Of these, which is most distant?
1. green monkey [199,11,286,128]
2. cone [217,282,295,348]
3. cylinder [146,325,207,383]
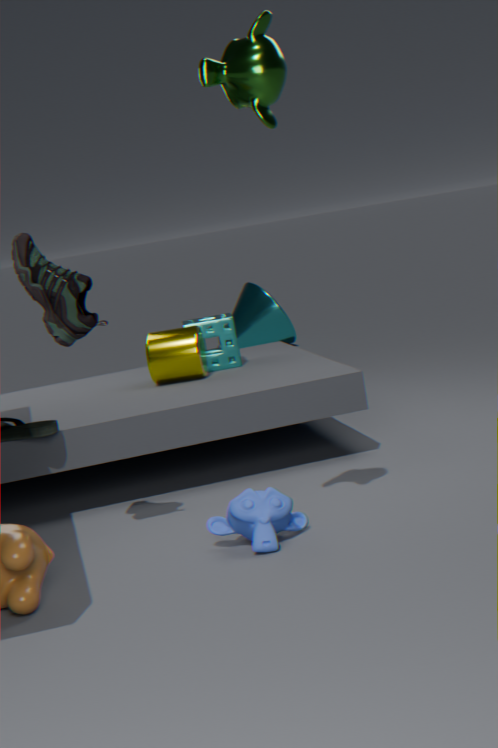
cone [217,282,295,348]
